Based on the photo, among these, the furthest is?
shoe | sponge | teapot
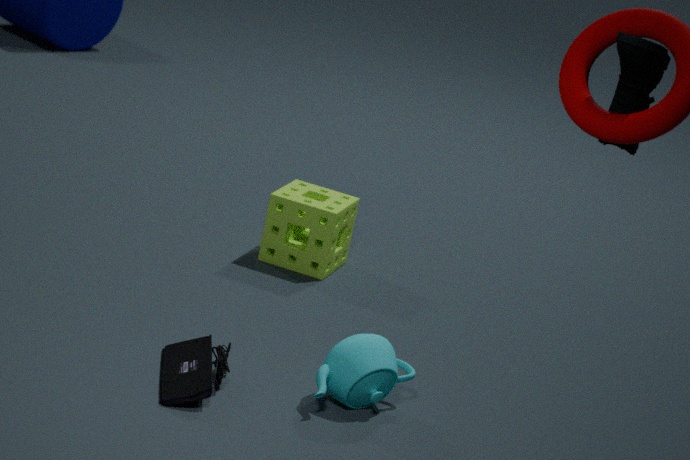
sponge
